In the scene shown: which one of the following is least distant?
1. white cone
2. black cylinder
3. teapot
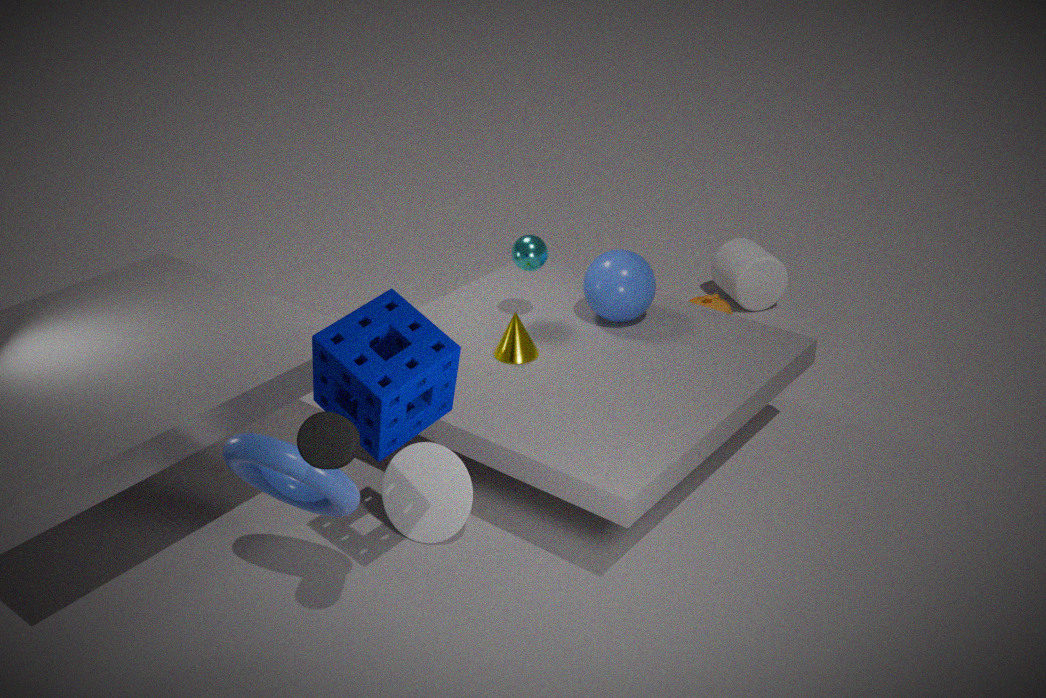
black cylinder
